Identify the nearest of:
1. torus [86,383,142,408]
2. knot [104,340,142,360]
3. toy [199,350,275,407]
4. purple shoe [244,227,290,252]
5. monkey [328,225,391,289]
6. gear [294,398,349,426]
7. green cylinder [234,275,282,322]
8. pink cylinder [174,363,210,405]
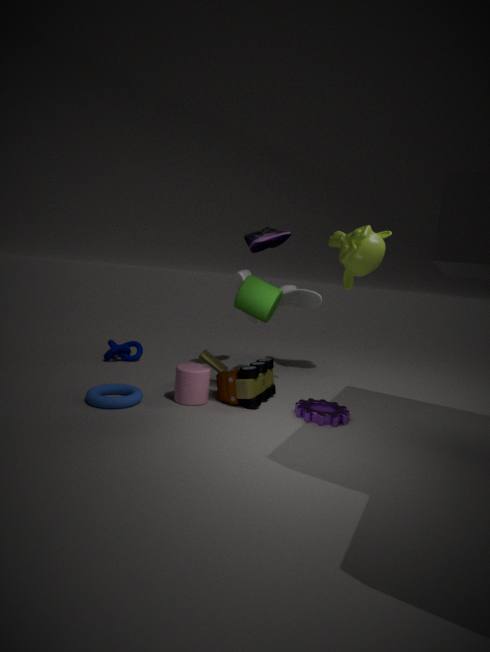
torus [86,383,142,408]
